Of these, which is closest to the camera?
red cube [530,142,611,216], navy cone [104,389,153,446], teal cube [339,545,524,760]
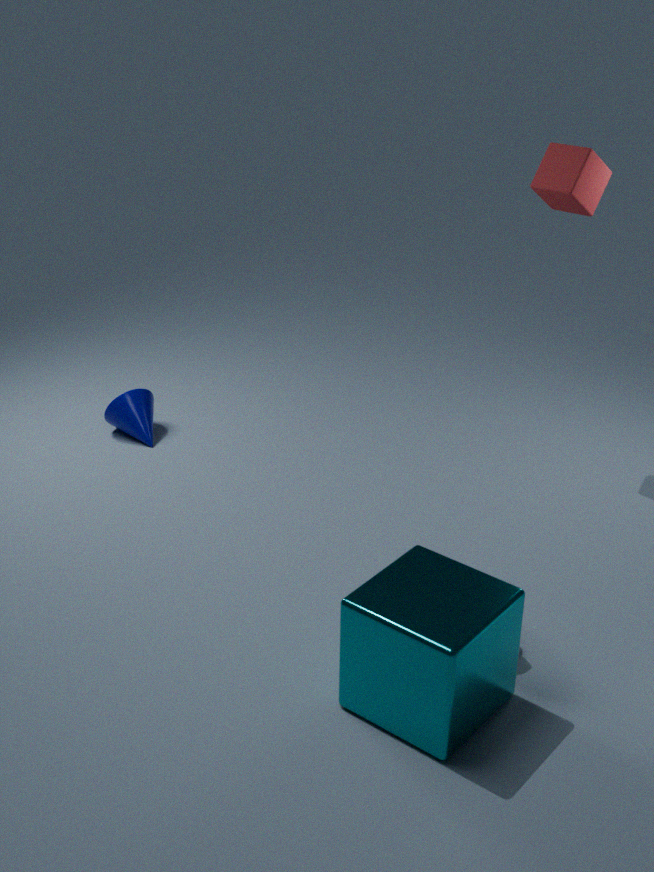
teal cube [339,545,524,760]
